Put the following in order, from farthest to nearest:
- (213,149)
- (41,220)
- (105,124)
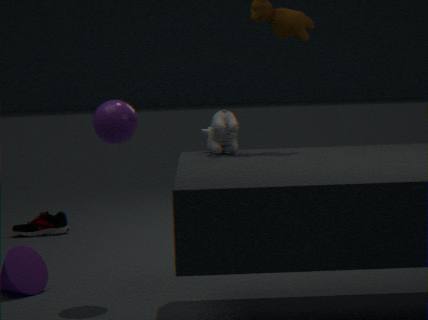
(41,220), (105,124), (213,149)
